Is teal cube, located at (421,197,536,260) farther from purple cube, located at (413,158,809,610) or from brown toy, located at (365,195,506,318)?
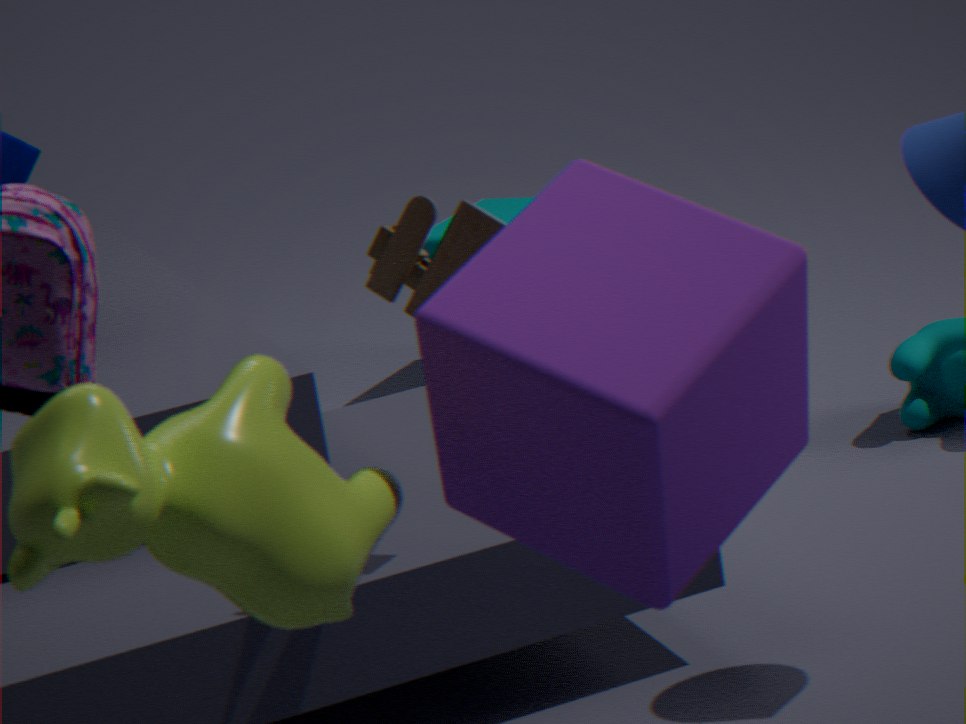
purple cube, located at (413,158,809,610)
